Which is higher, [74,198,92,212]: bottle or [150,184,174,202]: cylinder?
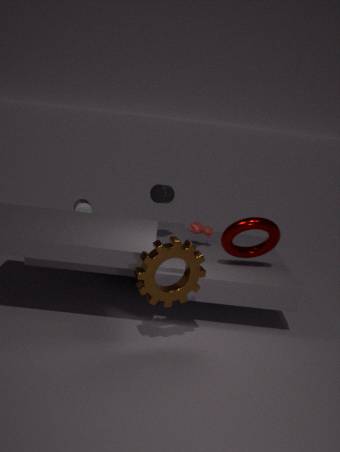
[150,184,174,202]: cylinder
